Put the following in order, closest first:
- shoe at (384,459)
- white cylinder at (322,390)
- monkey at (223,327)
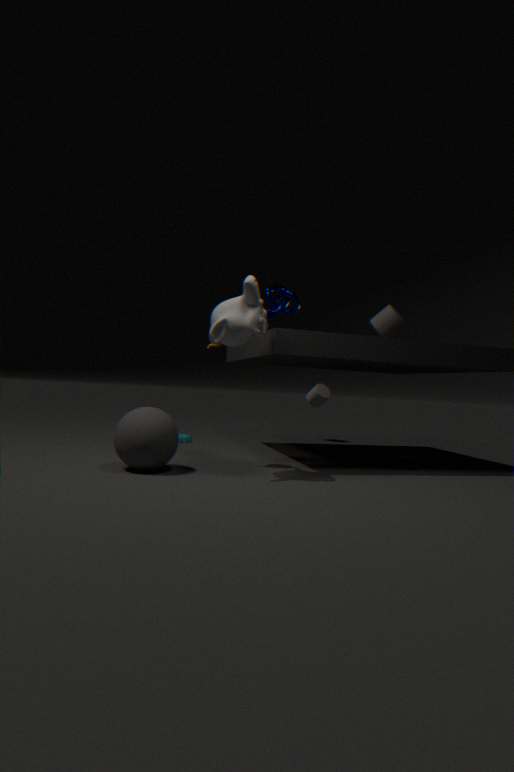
monkey at (223,327) → shoe at (384,459) → white cylinder at (322,390)
